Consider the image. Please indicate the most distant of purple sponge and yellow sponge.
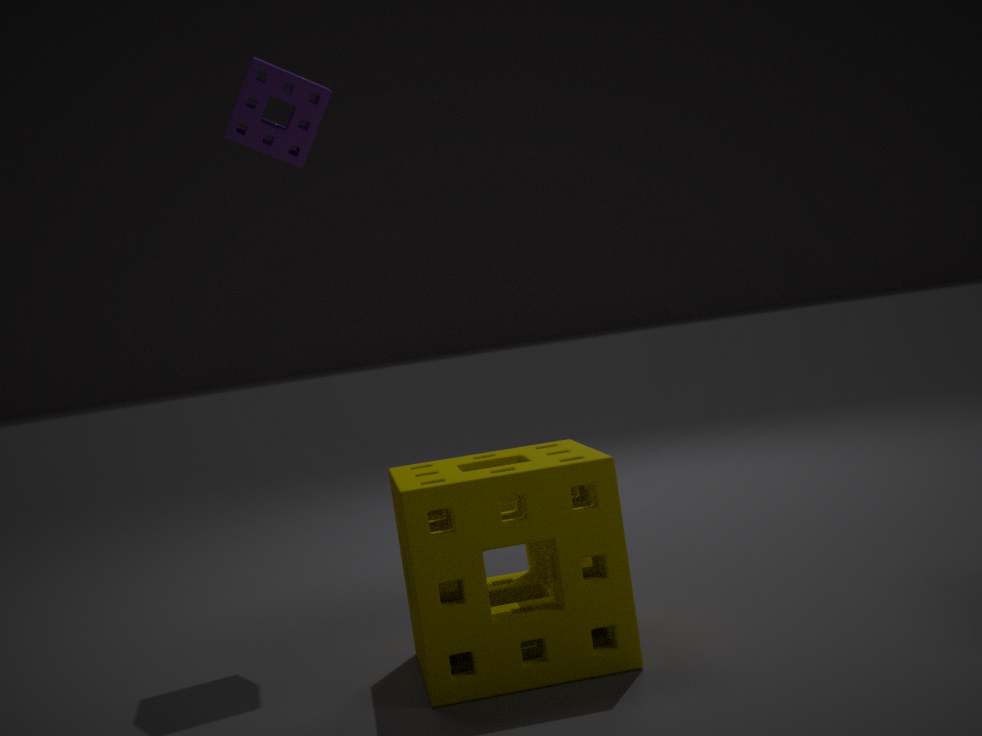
purple sponge
